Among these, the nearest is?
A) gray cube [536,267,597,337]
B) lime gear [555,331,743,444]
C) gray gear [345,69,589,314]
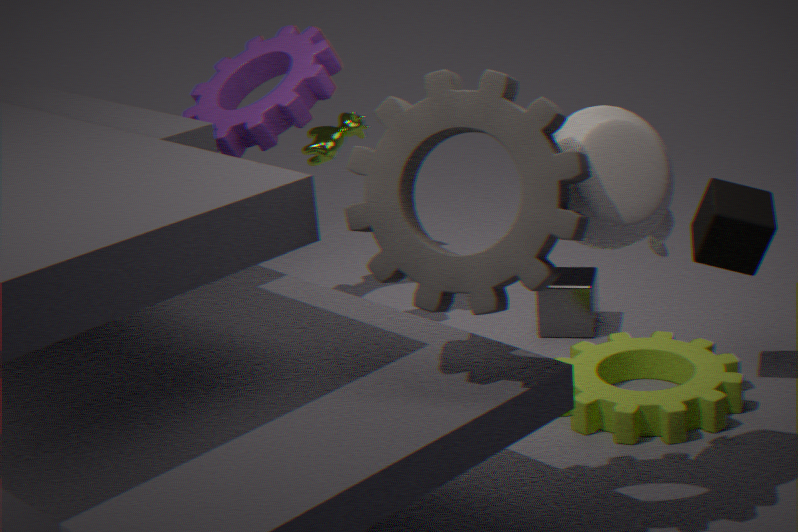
gray gear [345,69,589,314]
